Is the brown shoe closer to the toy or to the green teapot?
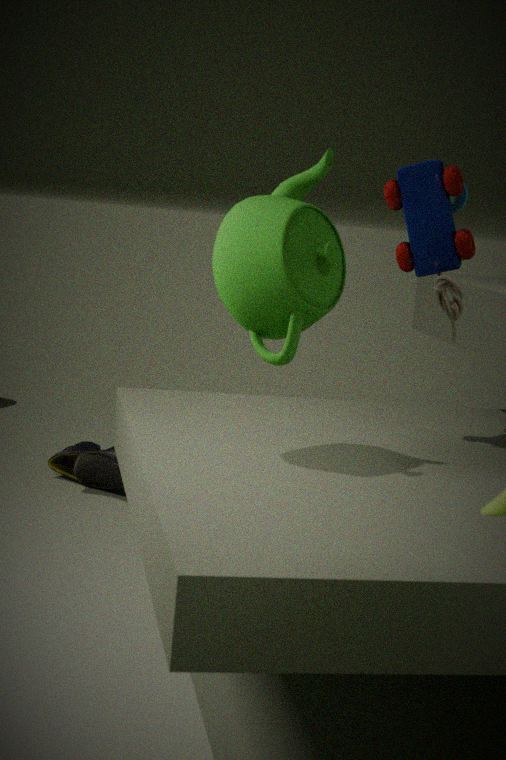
the green teapot
